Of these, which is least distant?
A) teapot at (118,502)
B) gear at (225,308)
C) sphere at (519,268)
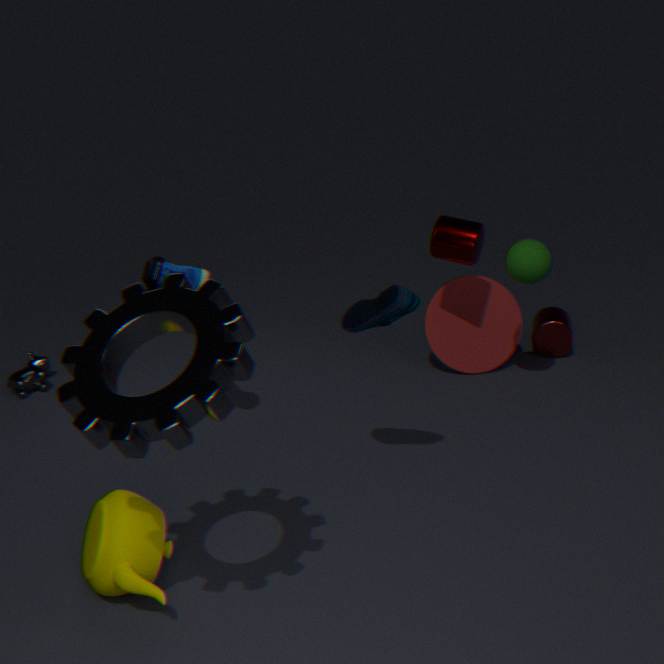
B. gear at (225,308)
